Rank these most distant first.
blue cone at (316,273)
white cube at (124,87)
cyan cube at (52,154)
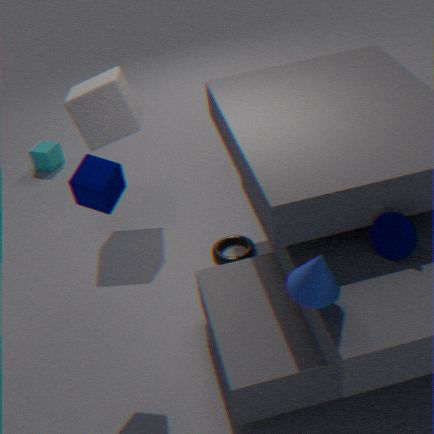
cyan cube at (52,154) → white cube at (124,87) → blue cone at (316,273)
